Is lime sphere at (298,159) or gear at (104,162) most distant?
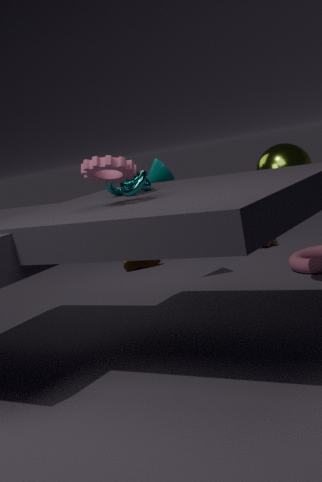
lime sphere at (298,159)
